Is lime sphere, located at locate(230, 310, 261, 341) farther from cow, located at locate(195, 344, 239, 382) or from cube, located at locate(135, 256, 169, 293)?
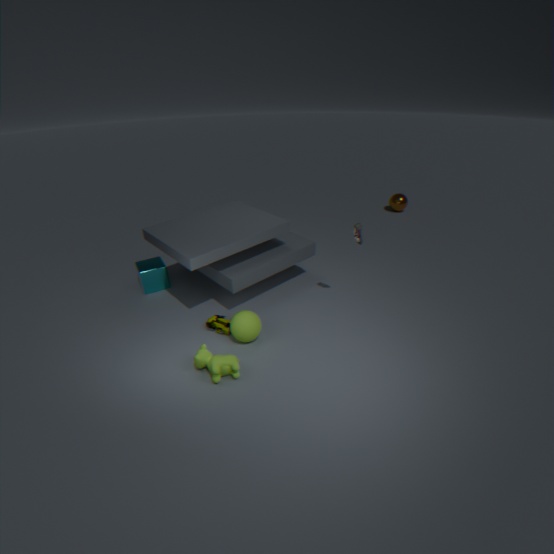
cube, located at locate(135, 256, 169, 293)
